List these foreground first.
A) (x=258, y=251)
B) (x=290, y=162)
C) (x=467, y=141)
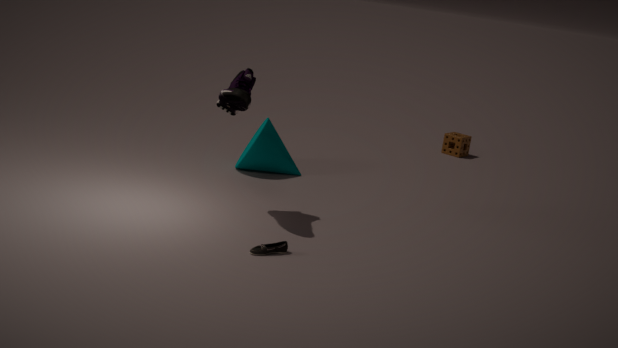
1. (x=258, y=251)
2. (x=290, y=162)
3. (x=467, y=141)
